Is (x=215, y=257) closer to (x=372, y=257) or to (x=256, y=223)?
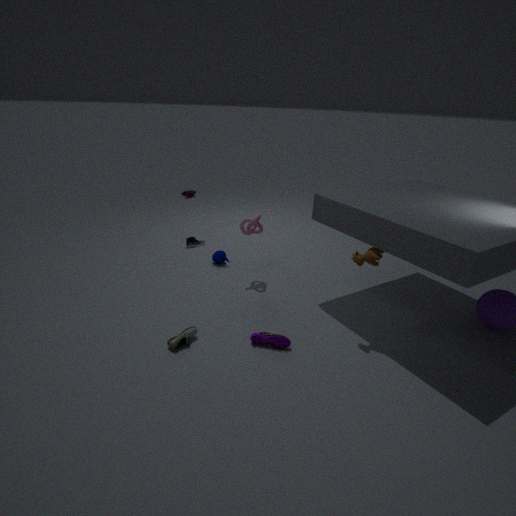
(x=256, y=223)
